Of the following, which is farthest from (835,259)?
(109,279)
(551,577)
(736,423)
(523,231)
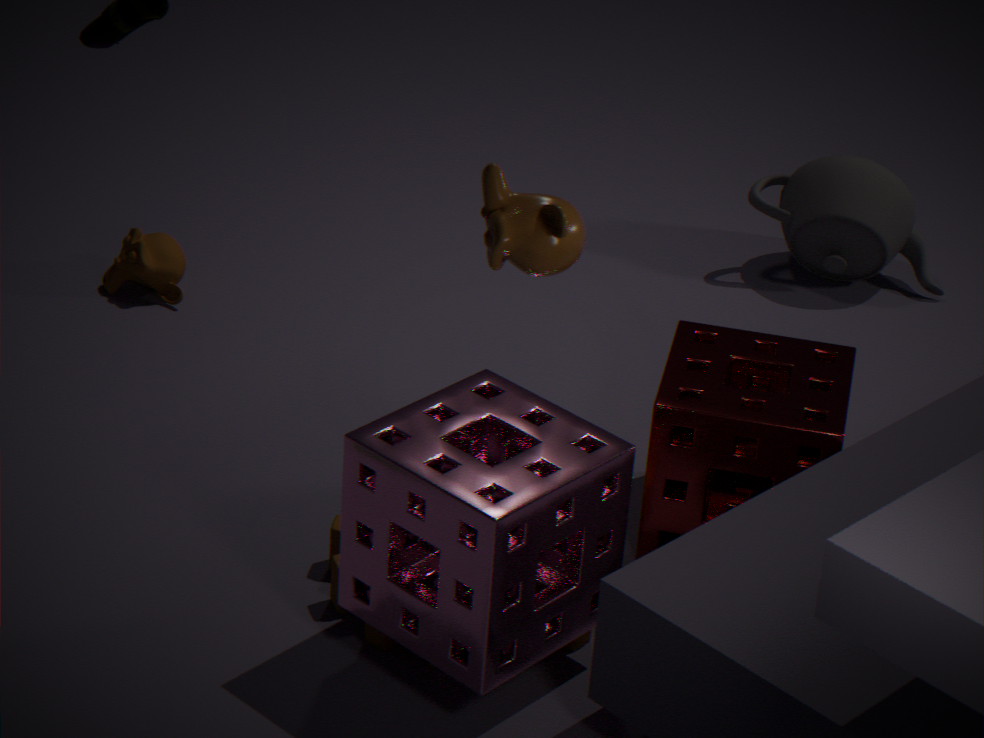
(523,231)
